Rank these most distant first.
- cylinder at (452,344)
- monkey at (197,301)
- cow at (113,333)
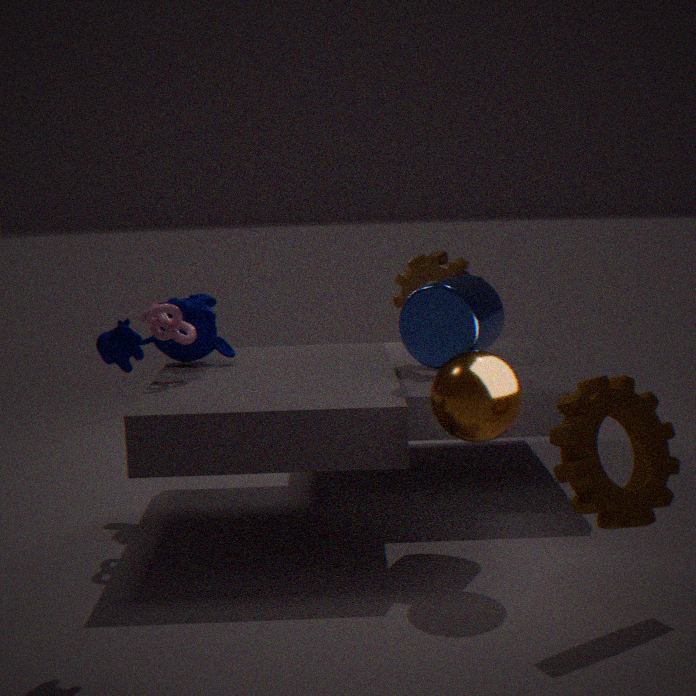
1. monkey at (197,301)
2. cylinder at (452,344)
3. cow at (113,333)
